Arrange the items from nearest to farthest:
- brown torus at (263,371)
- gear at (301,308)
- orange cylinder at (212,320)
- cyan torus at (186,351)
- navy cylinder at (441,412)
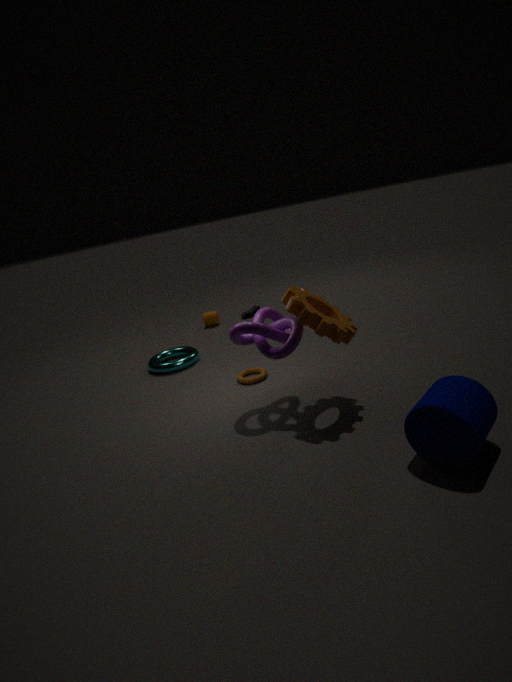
navy cylinder at (441,412)
gear at (301,308)
brown torus at (263,371)
cyan torus at (186,351)
orange cylinder at (212,320)
